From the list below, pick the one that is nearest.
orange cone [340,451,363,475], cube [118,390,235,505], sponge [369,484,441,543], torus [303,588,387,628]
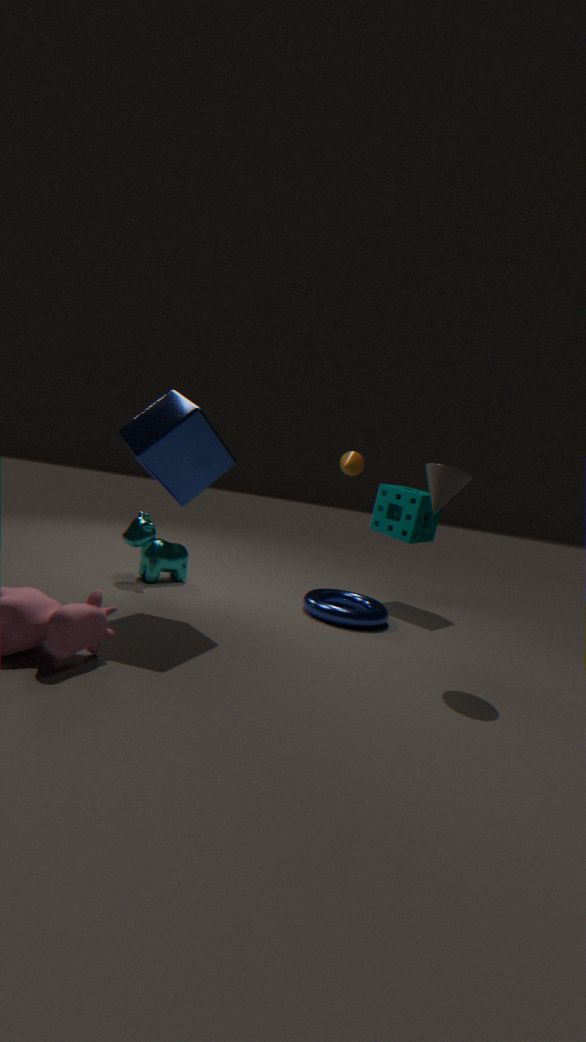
cube [118,390,235,505]
